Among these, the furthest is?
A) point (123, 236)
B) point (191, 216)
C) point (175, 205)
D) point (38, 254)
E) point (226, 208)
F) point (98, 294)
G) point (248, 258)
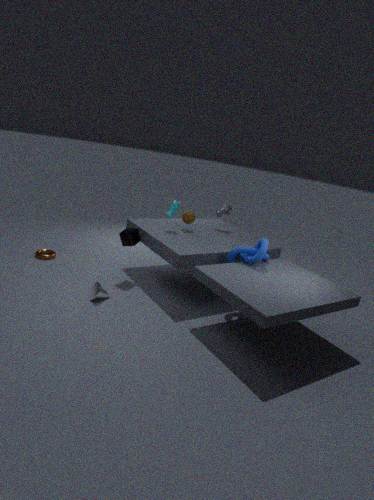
point (226, 208)
